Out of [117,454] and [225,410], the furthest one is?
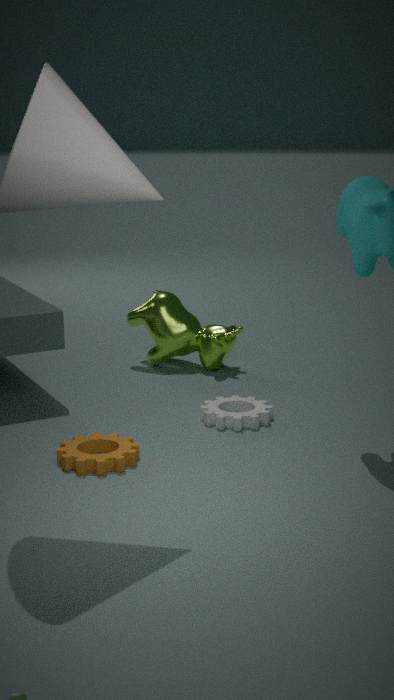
[225,410]
